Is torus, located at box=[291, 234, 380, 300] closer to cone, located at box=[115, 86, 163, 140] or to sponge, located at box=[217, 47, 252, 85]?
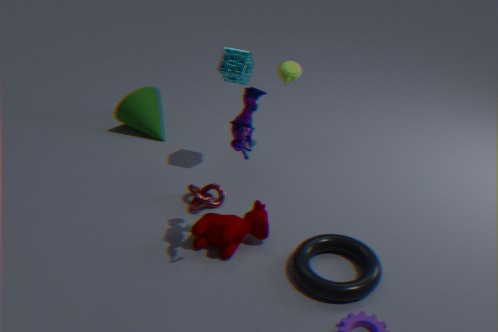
sponge, located at box=[217, 47, 252, 85]
